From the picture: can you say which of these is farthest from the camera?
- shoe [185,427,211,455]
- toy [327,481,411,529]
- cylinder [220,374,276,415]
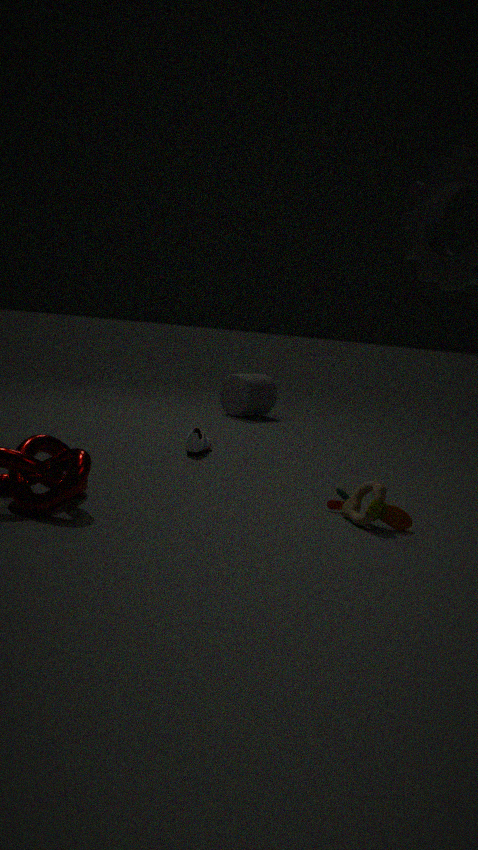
cylinder [220,374,276,415]
